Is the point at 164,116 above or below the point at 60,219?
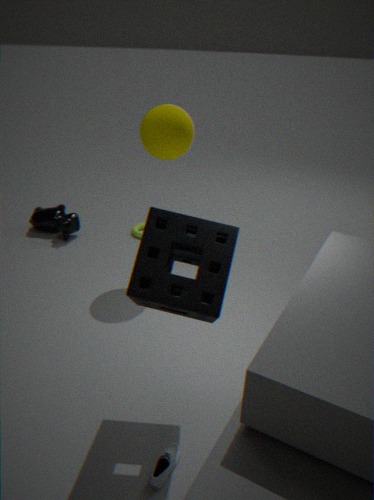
above
